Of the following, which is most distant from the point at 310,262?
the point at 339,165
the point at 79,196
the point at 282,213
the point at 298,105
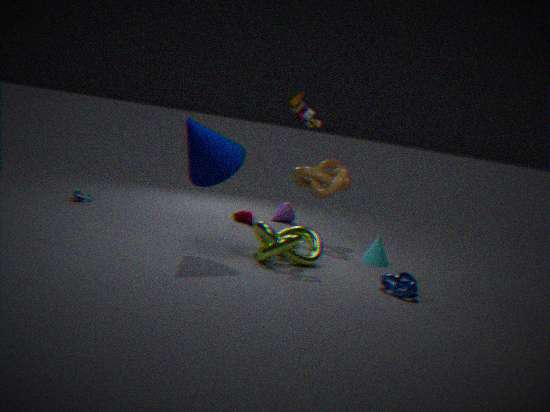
the point at 79,196
